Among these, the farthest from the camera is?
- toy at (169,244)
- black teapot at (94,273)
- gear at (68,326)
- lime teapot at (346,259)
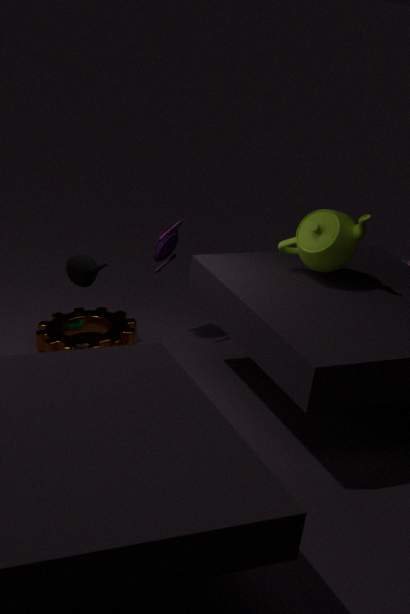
toy at (169,244)
